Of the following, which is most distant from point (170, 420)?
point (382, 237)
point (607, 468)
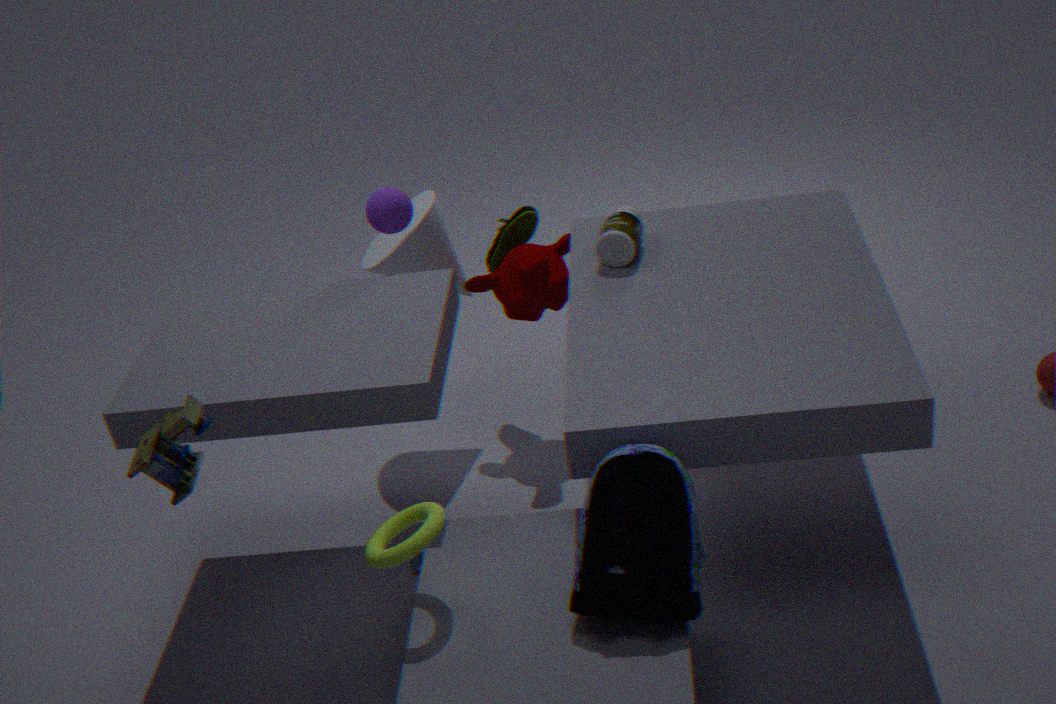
point (382, 237)
